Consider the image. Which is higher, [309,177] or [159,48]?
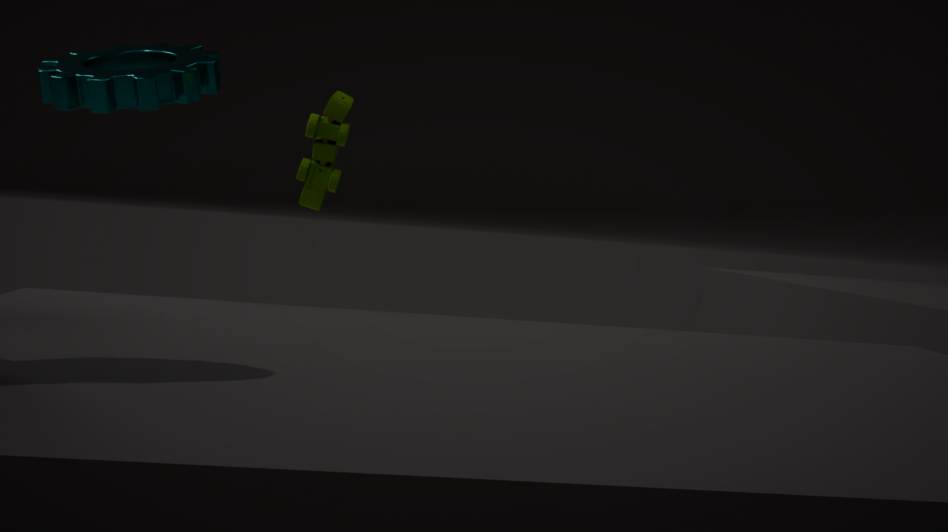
[159,48]
